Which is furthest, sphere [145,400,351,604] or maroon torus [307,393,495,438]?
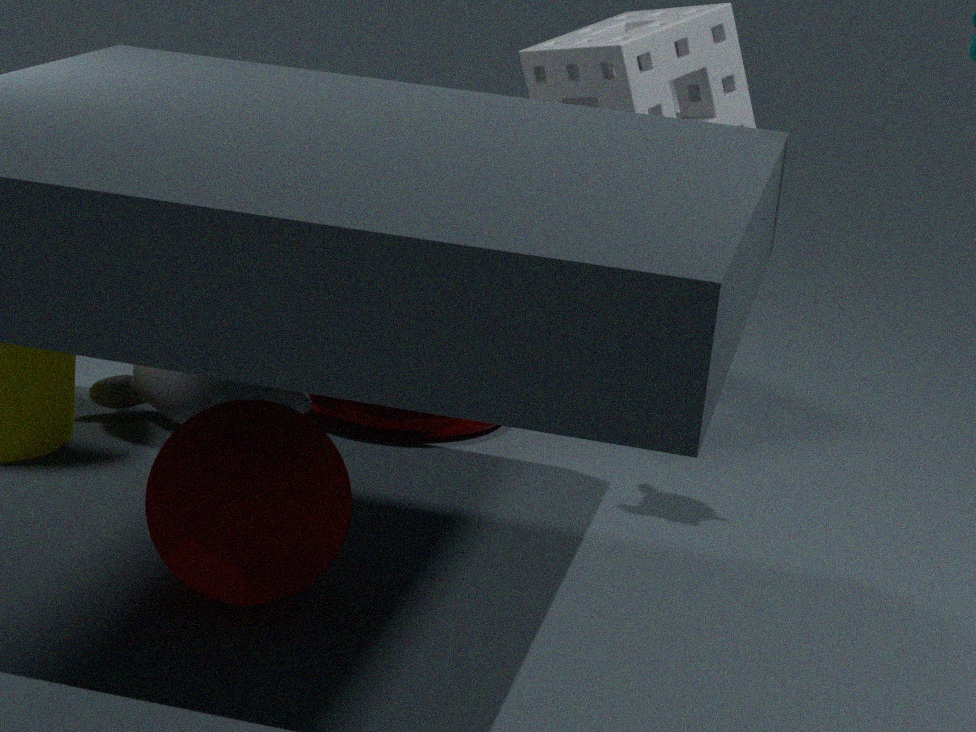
maroon torus [307,393,495,438]
